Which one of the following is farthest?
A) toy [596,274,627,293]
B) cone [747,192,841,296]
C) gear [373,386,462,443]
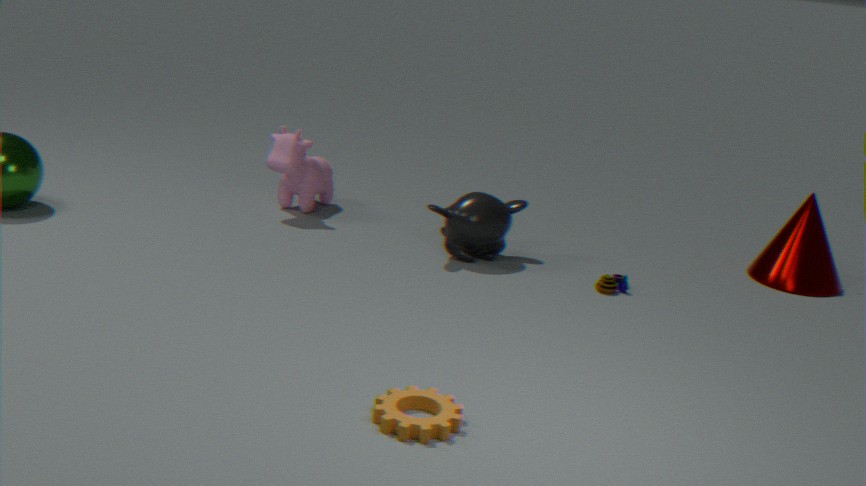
cone [747,192,841,296]
